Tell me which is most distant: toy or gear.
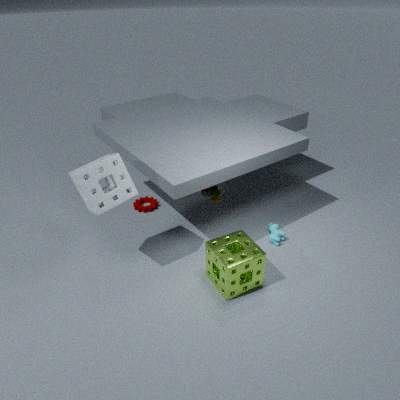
gear
